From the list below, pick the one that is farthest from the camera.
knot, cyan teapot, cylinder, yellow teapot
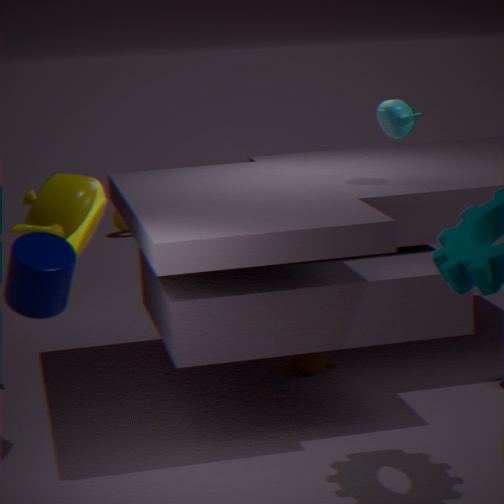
knot
